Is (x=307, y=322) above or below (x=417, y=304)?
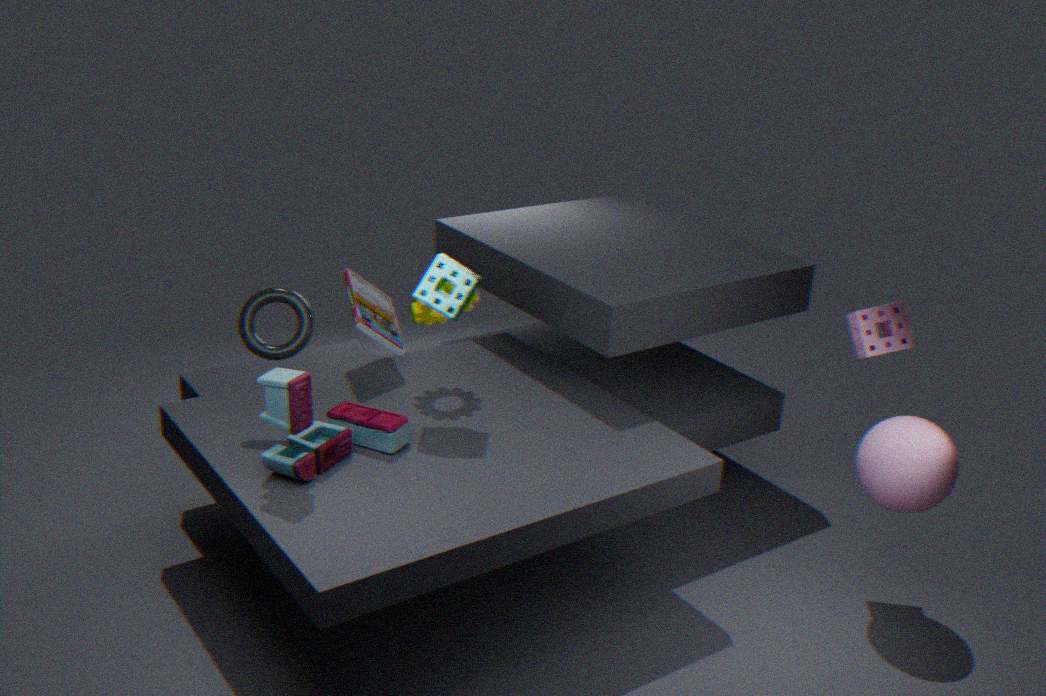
above
